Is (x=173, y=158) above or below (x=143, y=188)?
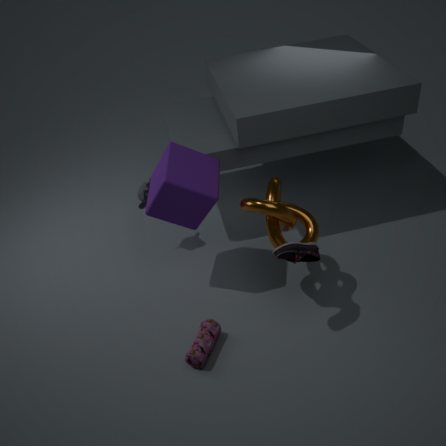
above
